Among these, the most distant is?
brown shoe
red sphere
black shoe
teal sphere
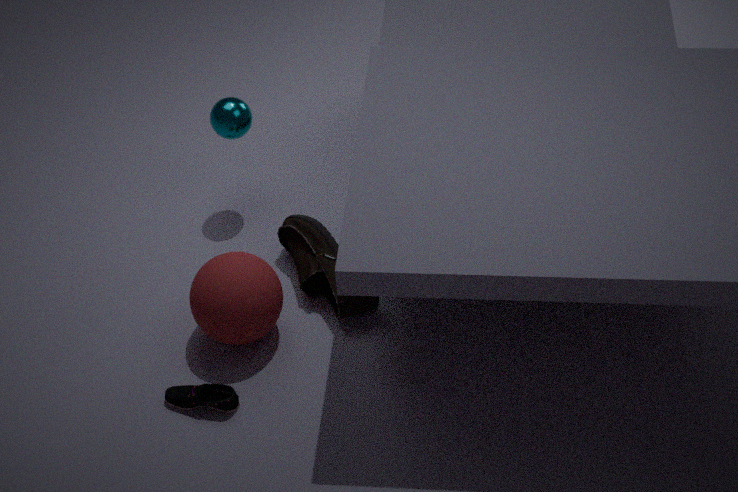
teal sphere
